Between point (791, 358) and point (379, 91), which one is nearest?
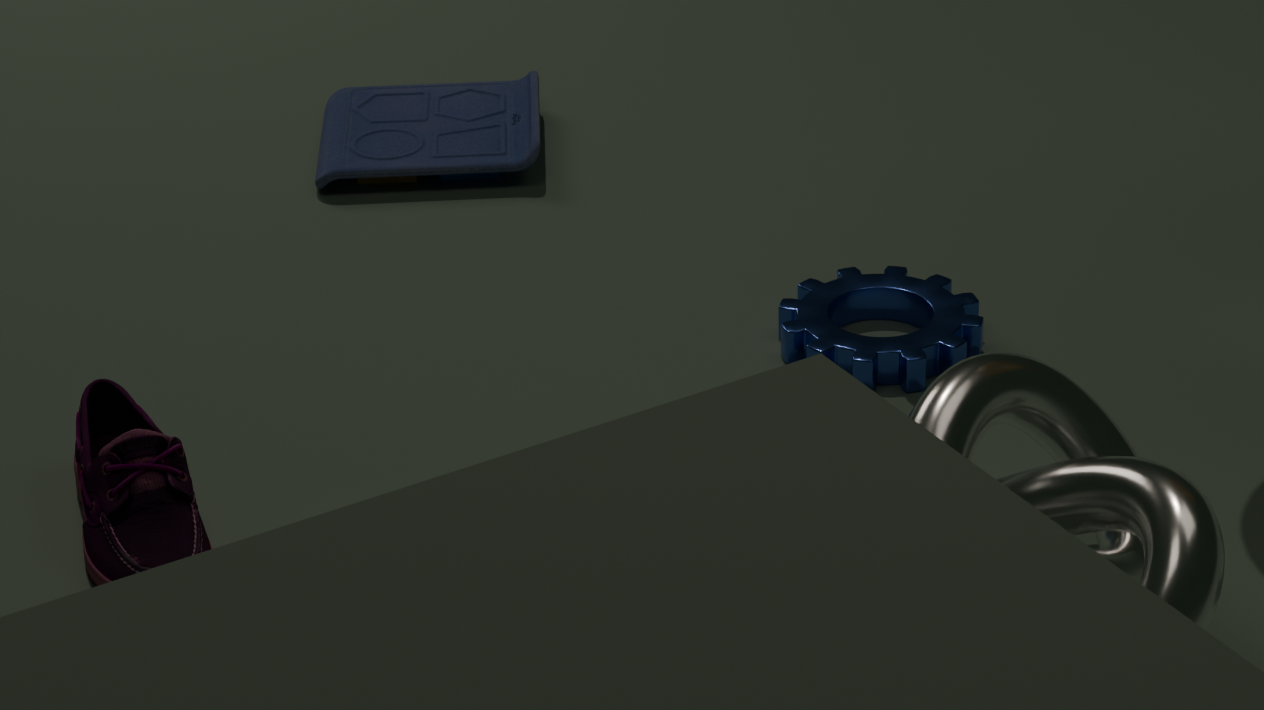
point (791, 358)
